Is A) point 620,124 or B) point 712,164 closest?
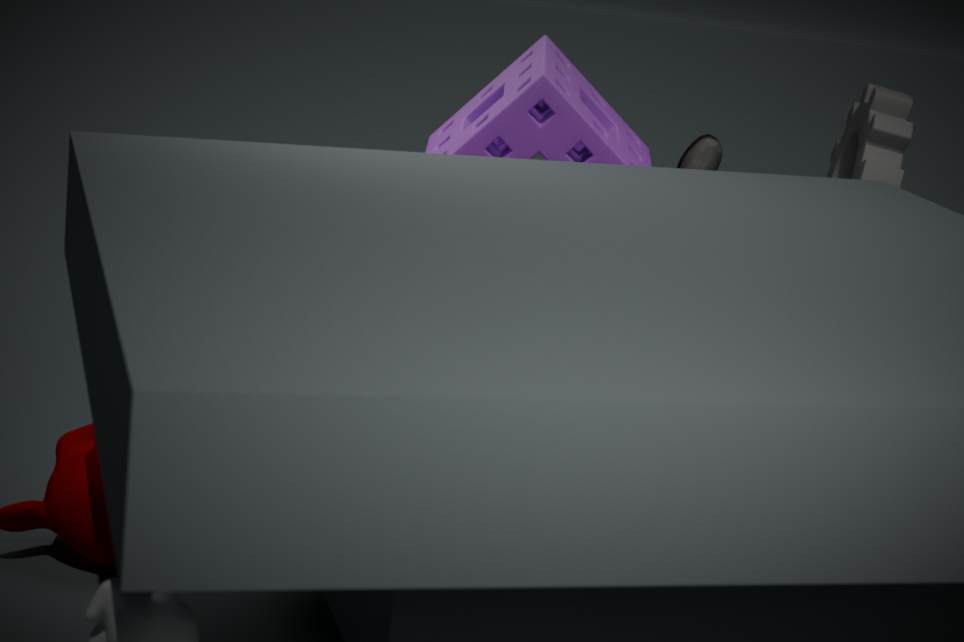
A. point 620,124
